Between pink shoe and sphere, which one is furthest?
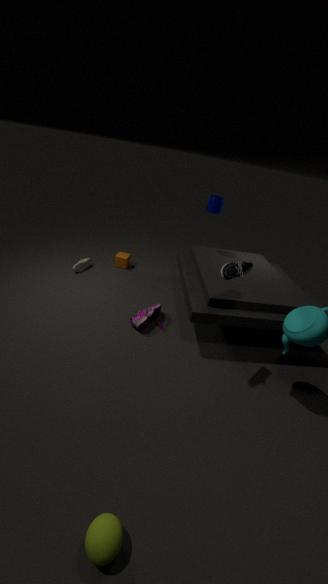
pink shoe
